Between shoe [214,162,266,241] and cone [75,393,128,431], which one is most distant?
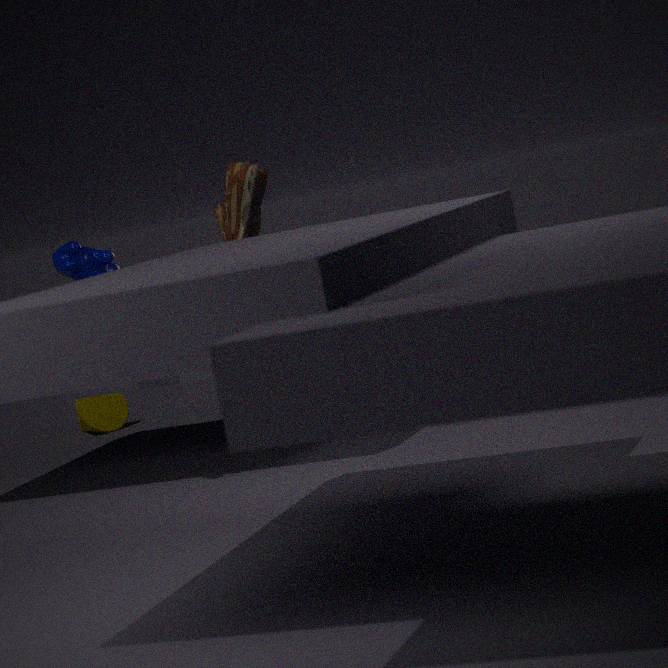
cone [75,393,128,431]
